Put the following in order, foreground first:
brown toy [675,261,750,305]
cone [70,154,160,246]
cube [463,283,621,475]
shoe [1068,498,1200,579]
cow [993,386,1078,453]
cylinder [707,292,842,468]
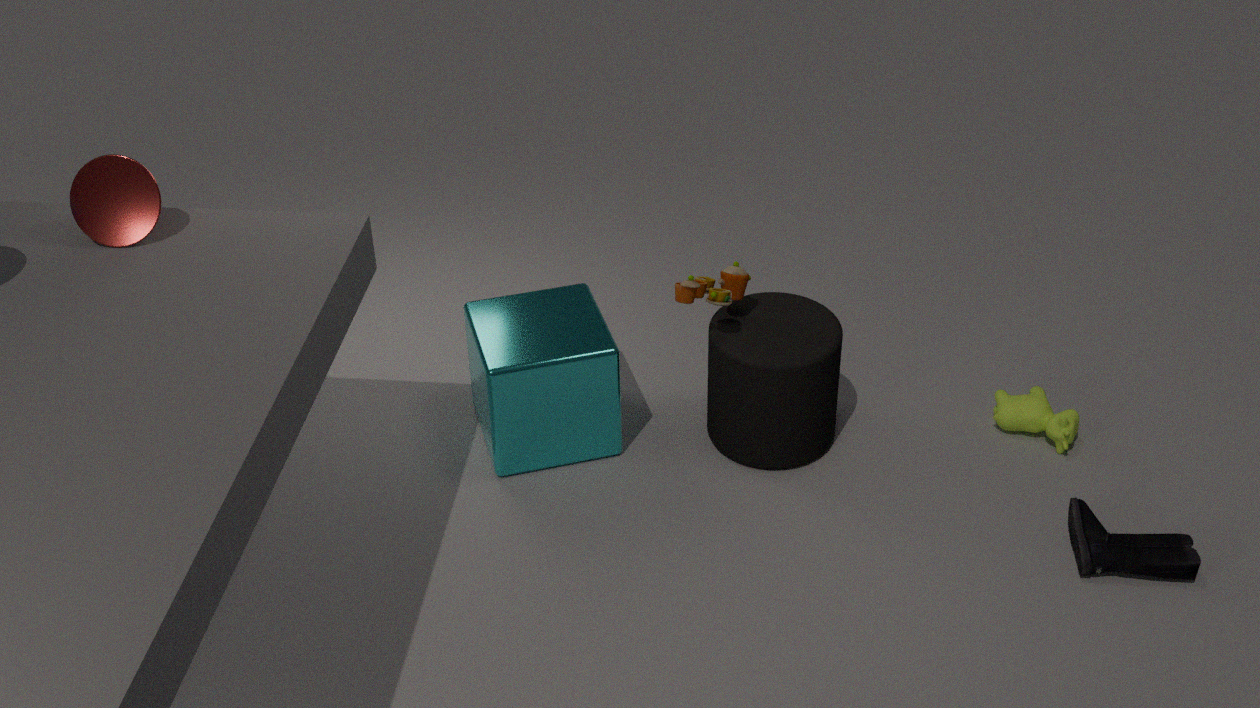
cone [70,154,160,246], shoe [1068,498,1200,579], brown toy [675,261,750,305], cylinder [707,292,842,468], cube [463,283,621,475], cow [993,386,1078,453]
